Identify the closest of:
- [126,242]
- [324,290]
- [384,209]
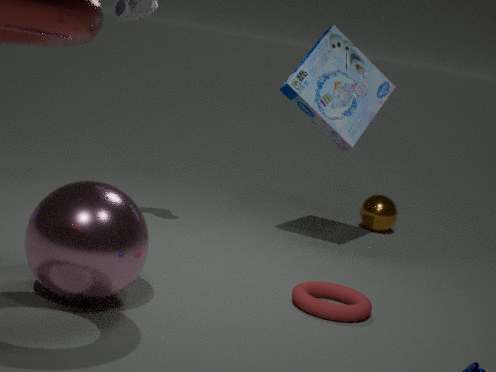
[126,242]
